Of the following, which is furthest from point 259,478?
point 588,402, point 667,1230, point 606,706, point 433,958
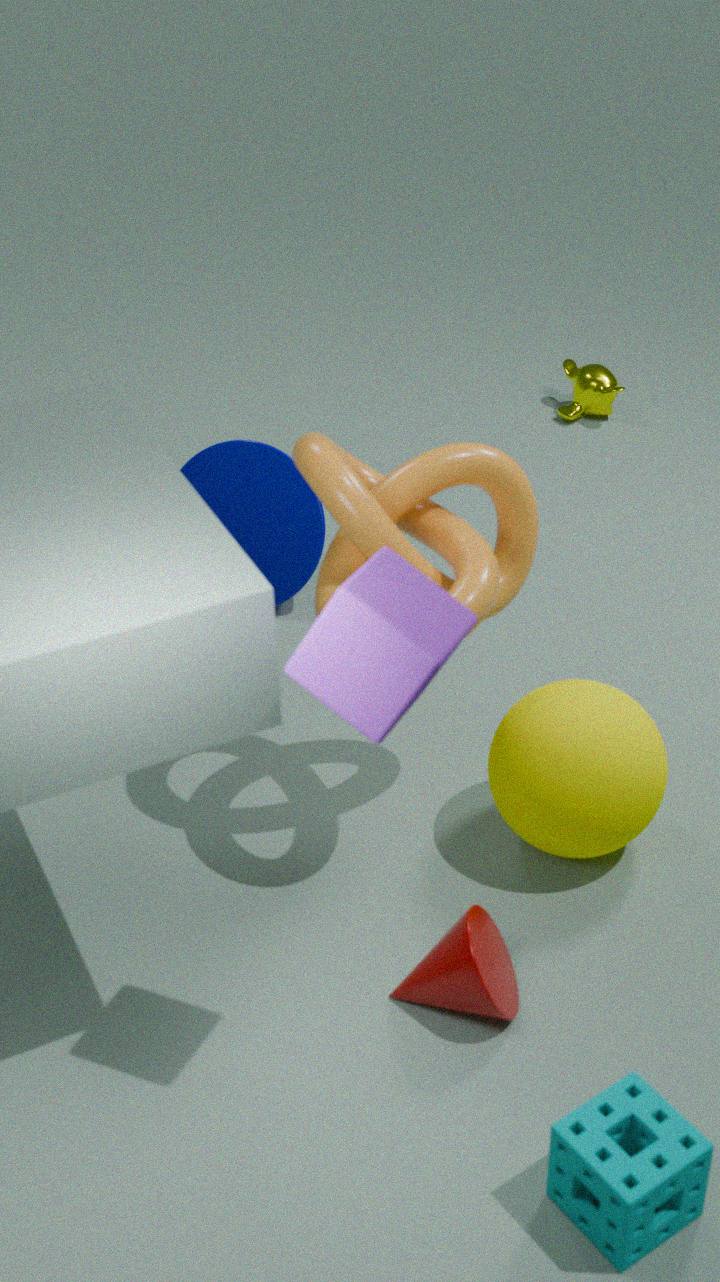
point 667,1230
